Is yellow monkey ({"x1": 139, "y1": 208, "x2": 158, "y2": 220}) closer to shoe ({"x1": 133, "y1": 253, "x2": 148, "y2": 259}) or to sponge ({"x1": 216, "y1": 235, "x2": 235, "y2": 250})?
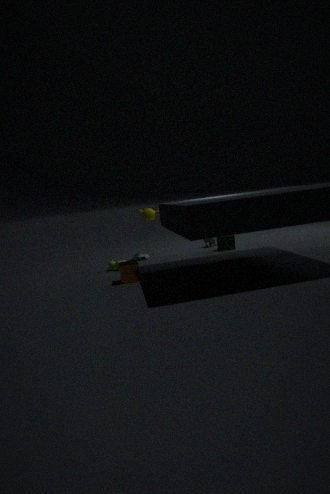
shoe ({"x1": 133, "y1": 253, "x2": 148, "y2": 259})
